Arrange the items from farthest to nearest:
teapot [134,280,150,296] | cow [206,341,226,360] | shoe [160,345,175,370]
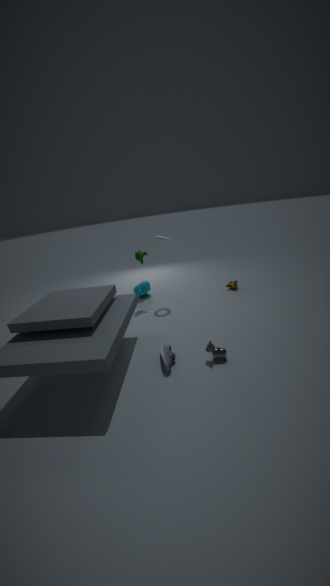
teapot [134,280,150,296], cow [206,341,226,360], shoe [160,345,175,370]
